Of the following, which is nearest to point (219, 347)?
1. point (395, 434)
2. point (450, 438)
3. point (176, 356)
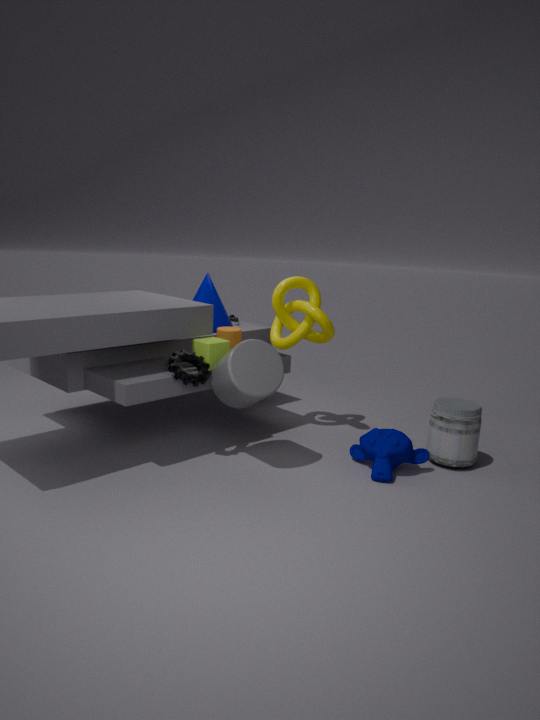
point (176, 356)
